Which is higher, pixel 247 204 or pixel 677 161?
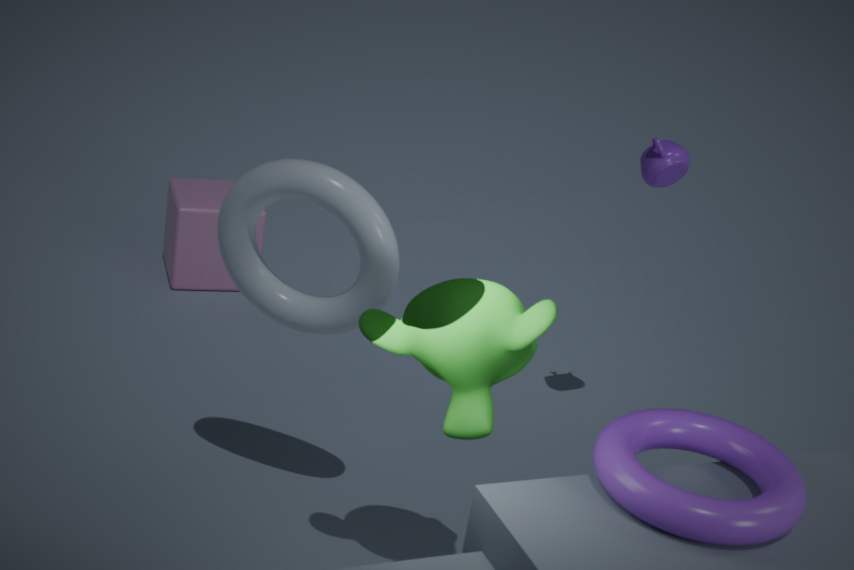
pixel 677 161
